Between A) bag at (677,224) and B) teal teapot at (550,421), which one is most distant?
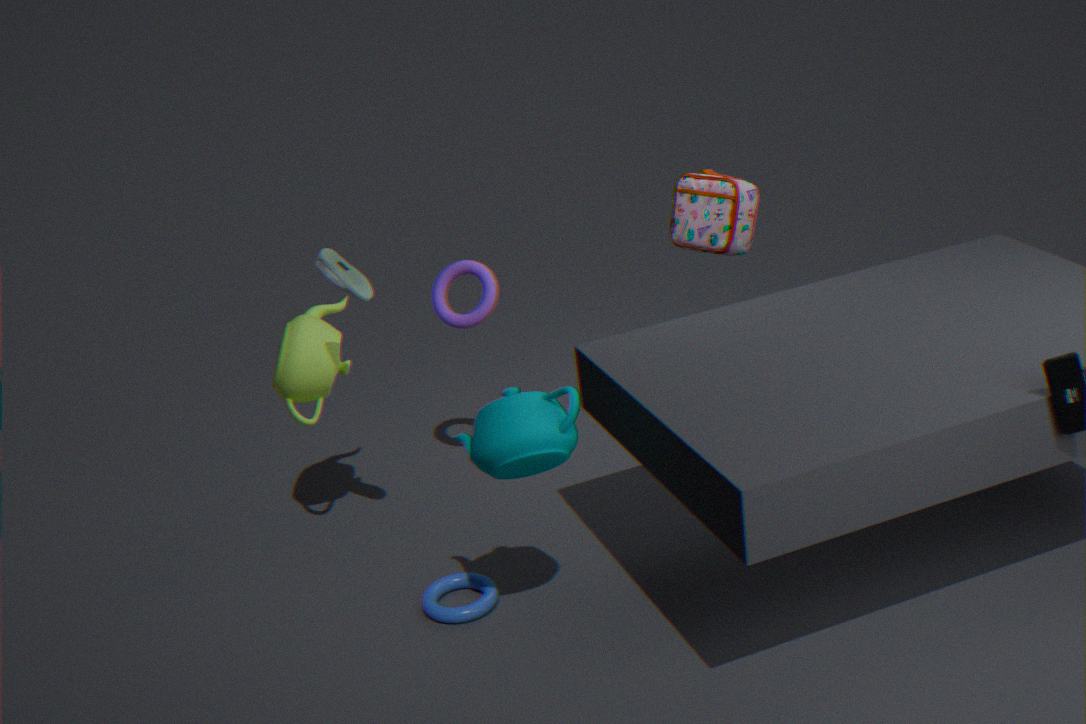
A. bag at (677,224)
